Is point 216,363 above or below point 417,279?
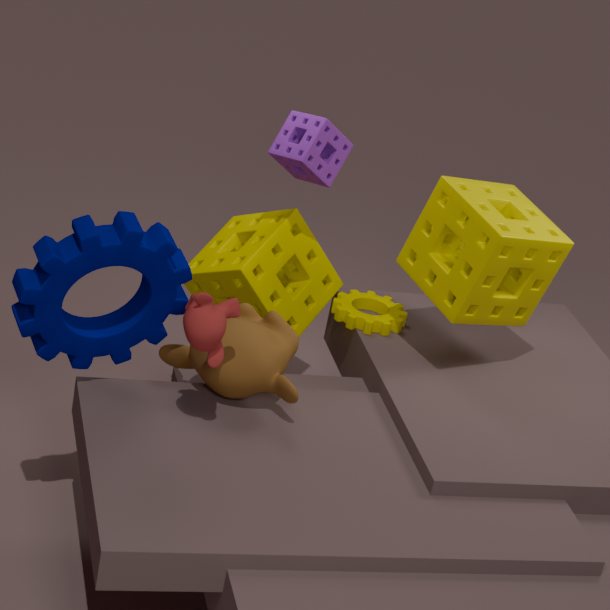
below
